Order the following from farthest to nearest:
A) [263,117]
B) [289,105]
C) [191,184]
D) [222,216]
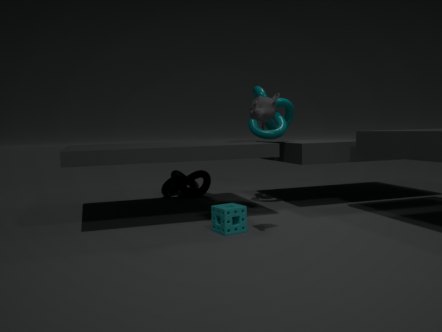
[191,184]
[289,105]
[222,216]
[263,117]
